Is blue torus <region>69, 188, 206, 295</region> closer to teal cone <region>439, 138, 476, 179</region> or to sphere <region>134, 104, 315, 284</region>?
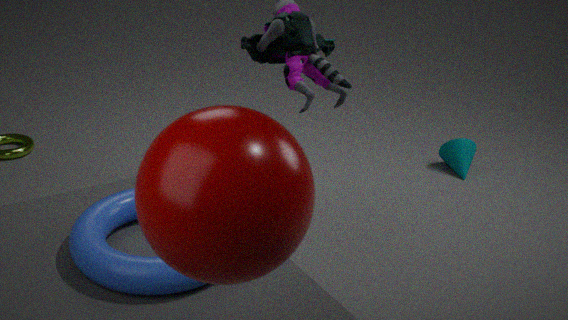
sphere <region>134, 104, 315, 284</region>
